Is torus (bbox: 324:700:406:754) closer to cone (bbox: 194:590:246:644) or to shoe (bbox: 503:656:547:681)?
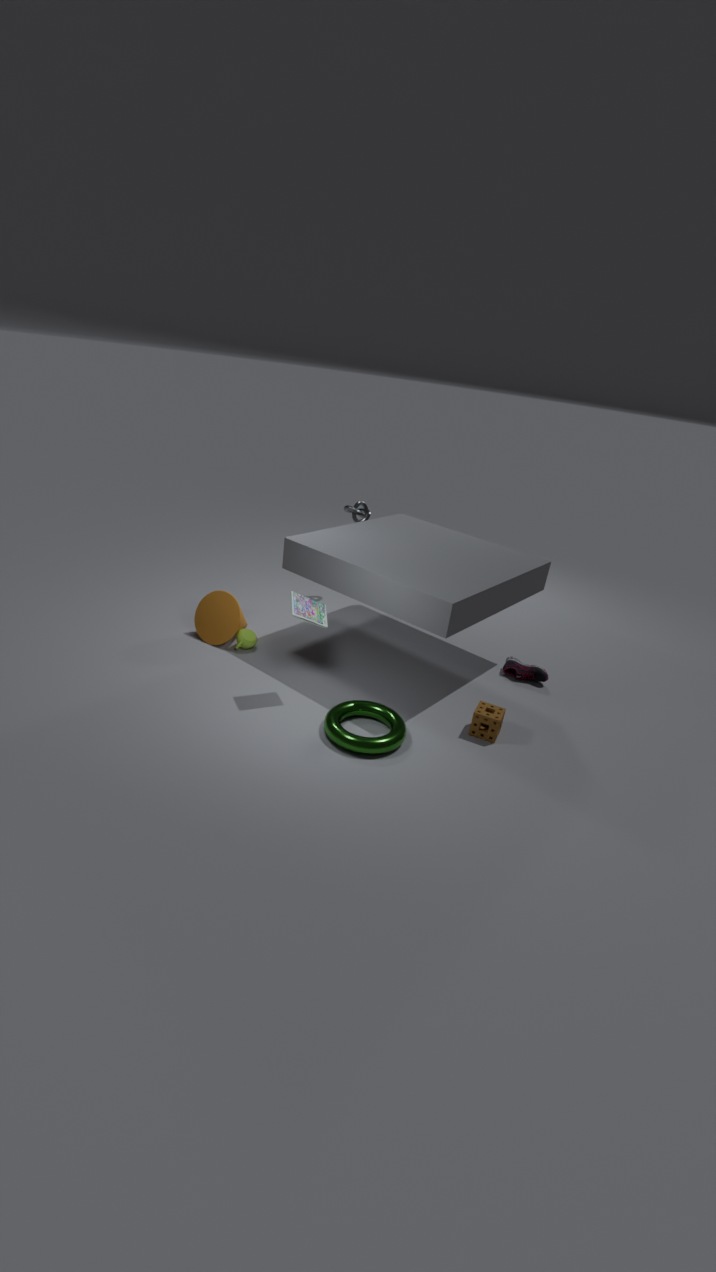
cone (bbox: 194:590:246:644)
